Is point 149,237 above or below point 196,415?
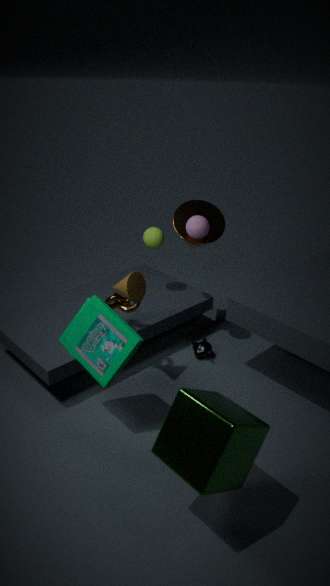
above
